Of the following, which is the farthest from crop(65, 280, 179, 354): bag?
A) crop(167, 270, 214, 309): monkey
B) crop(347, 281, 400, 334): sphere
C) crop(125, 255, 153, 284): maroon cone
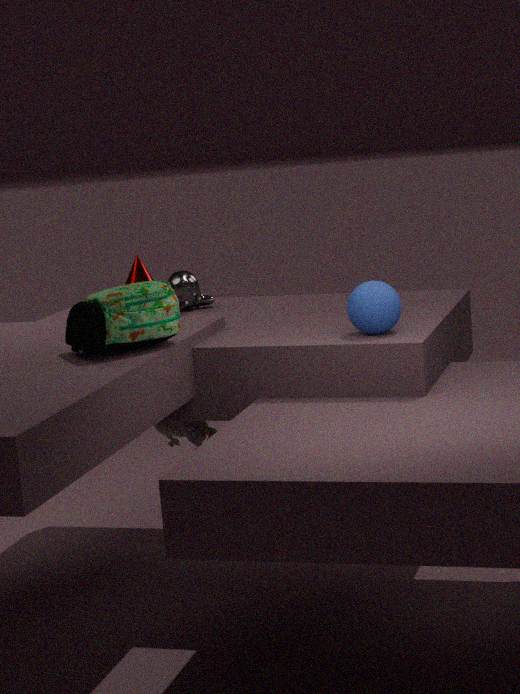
crop(125, 255, 153, 284): maroon cone
